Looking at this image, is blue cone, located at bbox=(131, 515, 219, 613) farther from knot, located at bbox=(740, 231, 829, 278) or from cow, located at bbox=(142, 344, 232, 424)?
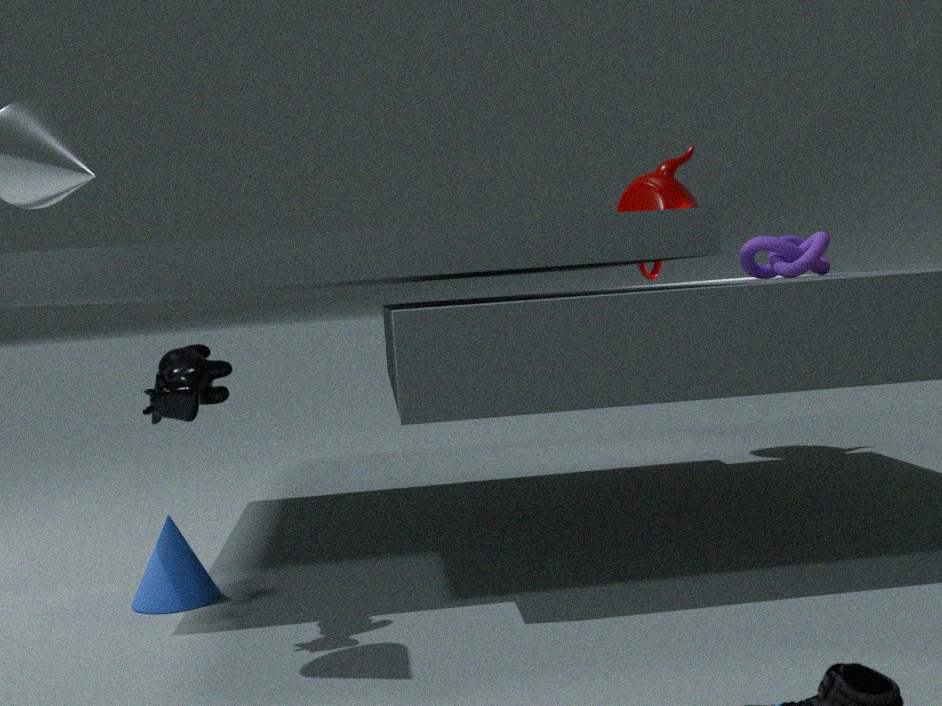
knot, located at bbox=(740, 231, 829, 278)
